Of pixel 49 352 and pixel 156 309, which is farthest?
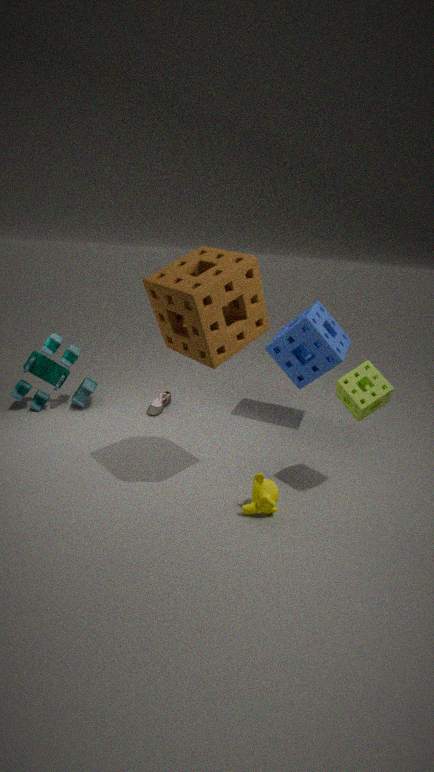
pixel 49 352
